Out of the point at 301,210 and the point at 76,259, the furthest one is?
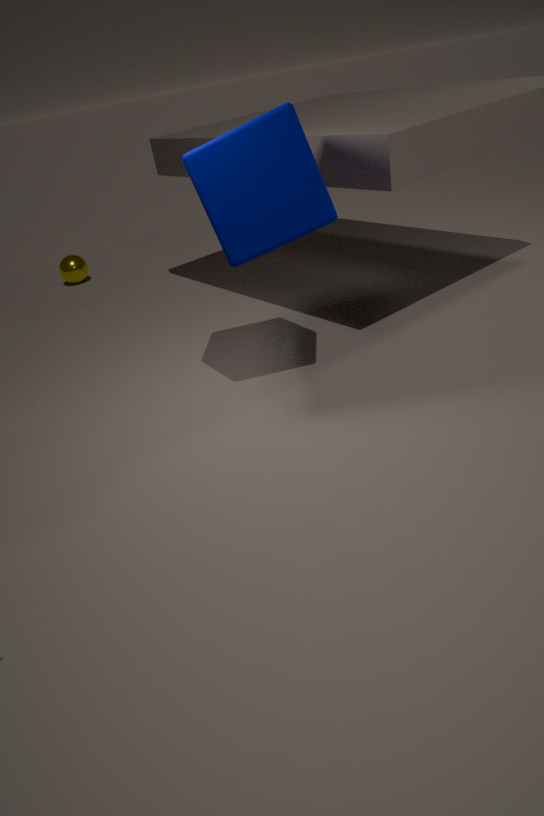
the point at 76,259
